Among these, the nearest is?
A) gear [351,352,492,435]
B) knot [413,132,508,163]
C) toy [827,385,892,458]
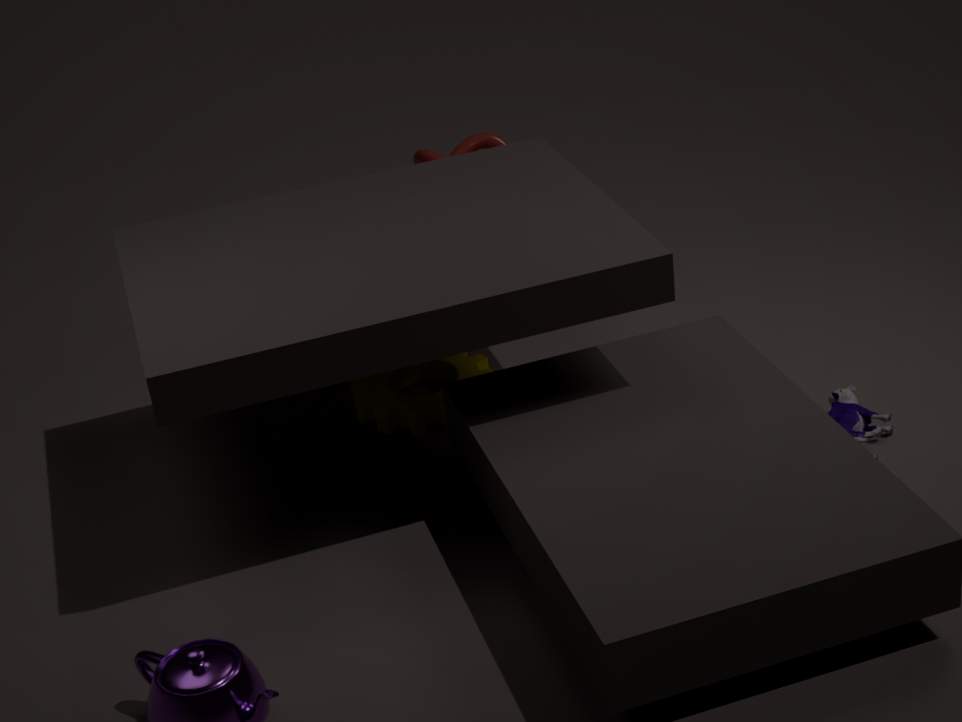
toy [827,385,892,458]
